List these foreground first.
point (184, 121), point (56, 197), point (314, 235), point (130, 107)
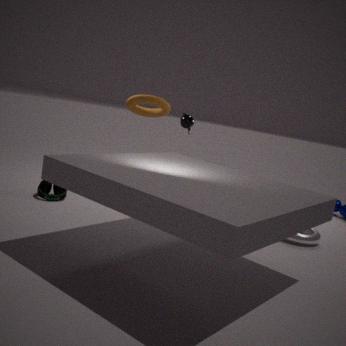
point (314, 235) → point (56, 197) → point (184, 121) → point (130, 107)
